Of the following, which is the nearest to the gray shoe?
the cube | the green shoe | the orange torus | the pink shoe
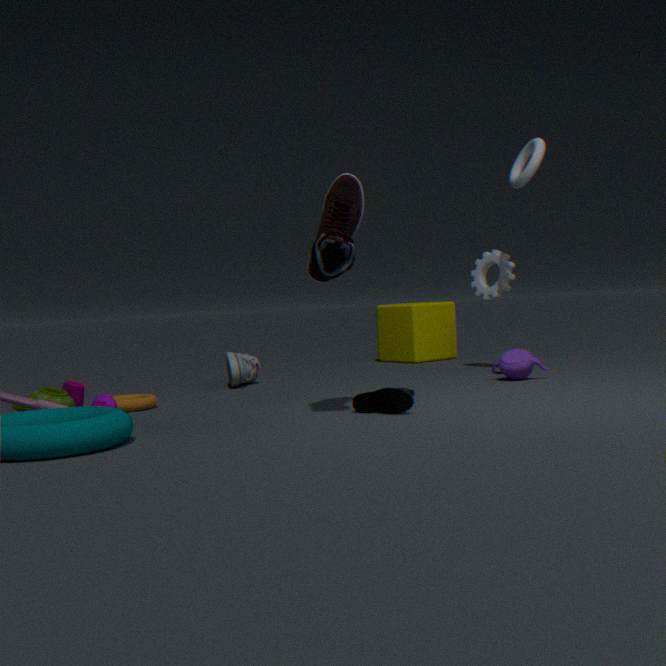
the orange torus
